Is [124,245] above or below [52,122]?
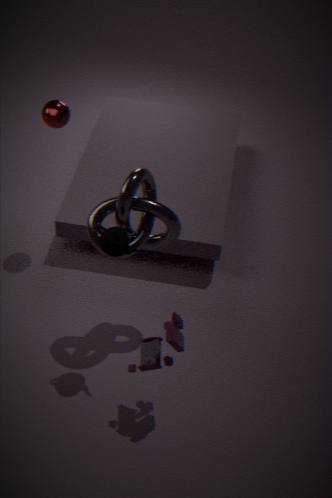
below
